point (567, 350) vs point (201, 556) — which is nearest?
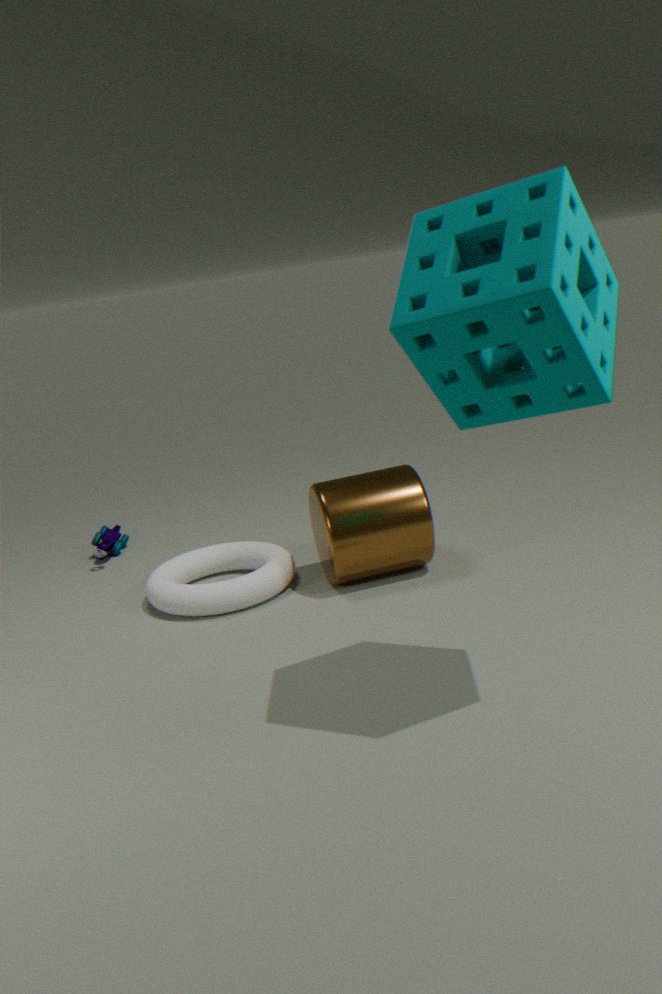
point (567, 350)
